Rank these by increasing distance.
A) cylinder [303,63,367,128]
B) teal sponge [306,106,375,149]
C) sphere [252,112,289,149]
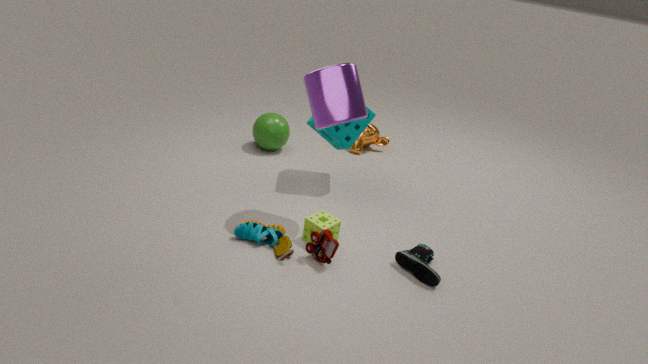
1. cylinder [303,63,367,128]
2. teal sponge [306,106,375,149]
3. sphere [252,112,289,149]
